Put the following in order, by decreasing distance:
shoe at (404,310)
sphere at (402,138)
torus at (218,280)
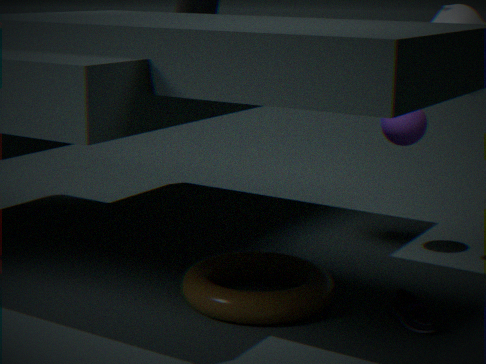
sphere at (402,138) → torus at (218,280) → shoe at (404,310)
